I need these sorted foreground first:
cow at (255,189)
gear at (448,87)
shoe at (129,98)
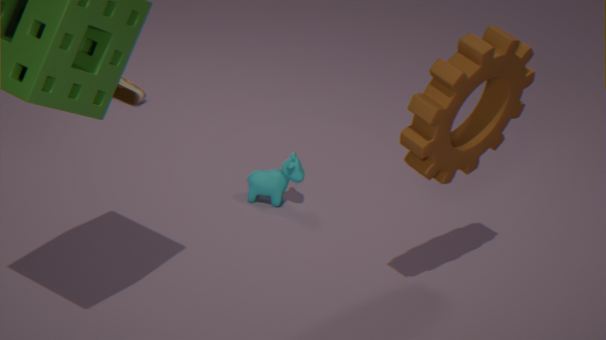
gear at (448,87), cow at (255,189), shoe at (129,98)
